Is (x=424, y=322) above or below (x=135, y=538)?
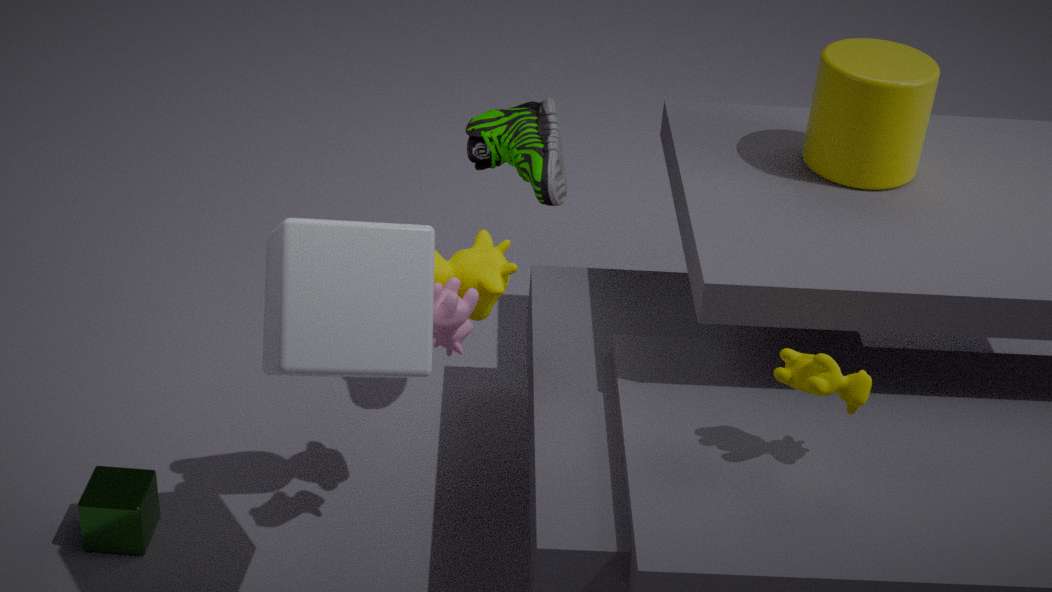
above
